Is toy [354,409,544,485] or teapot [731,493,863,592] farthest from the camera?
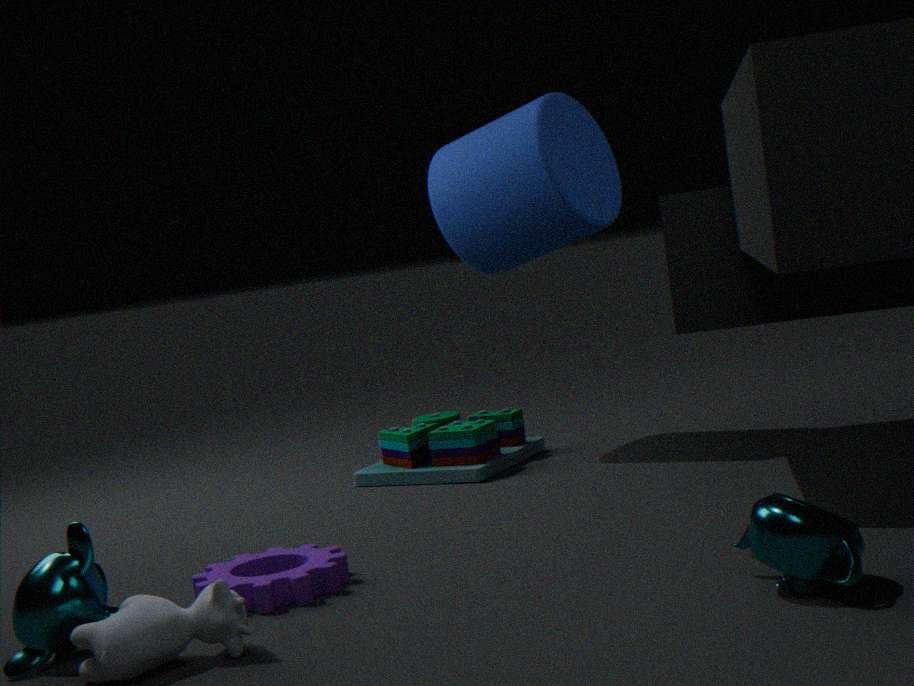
toy [354,409,544,485]
